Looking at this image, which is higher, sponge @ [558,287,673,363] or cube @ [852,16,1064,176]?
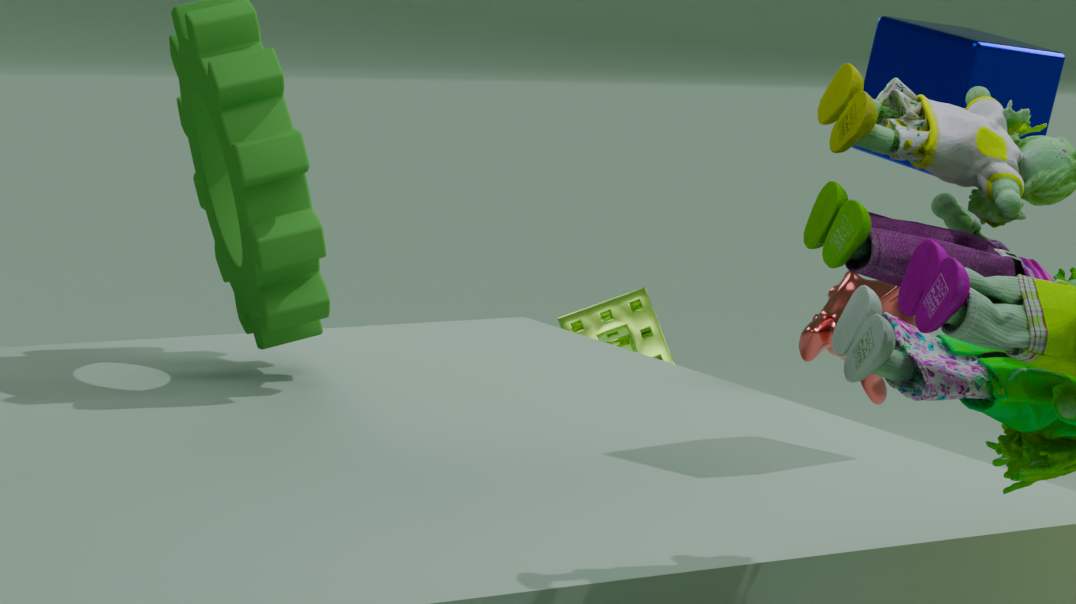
cube @ [852,16,1064,176]
